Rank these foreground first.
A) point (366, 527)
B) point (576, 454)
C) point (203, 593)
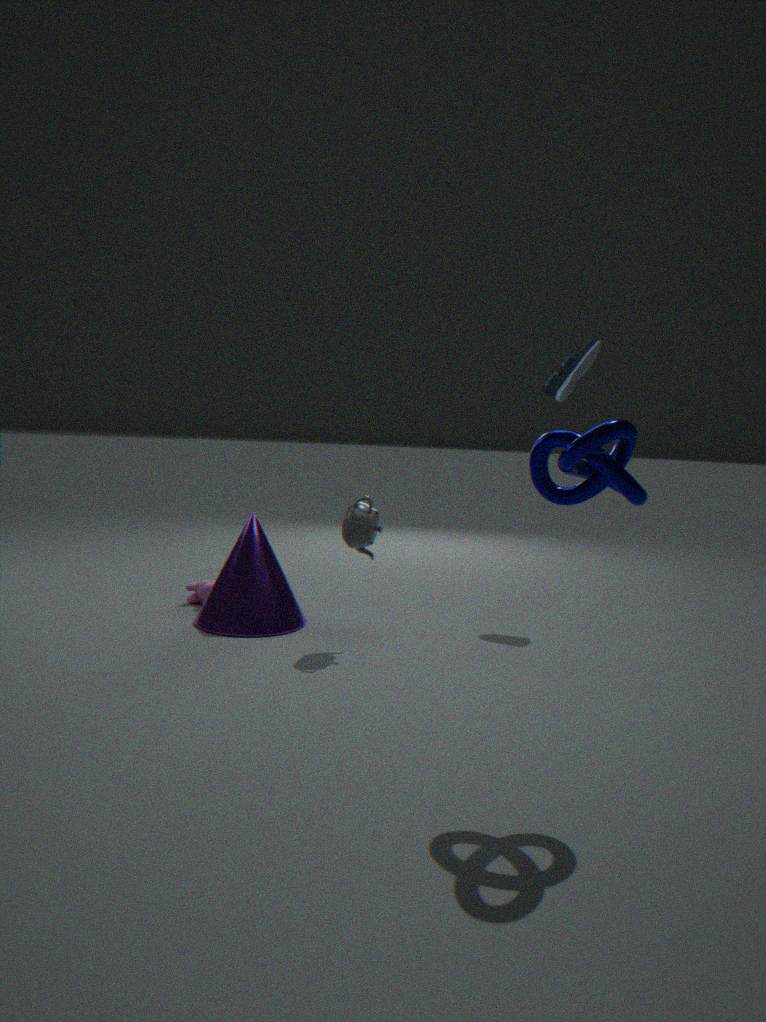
point (576, 454)
point (366, 527)
point (203, 593)
